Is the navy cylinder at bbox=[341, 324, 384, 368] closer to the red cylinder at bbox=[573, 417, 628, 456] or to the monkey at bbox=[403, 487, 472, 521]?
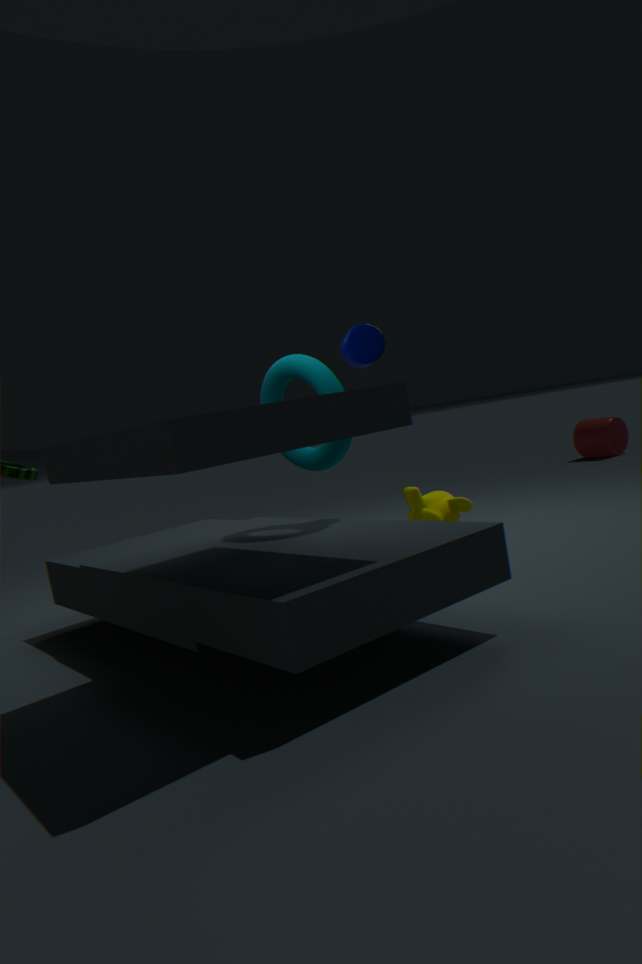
the monkey at bbox=[403, 487, 472, 521]
